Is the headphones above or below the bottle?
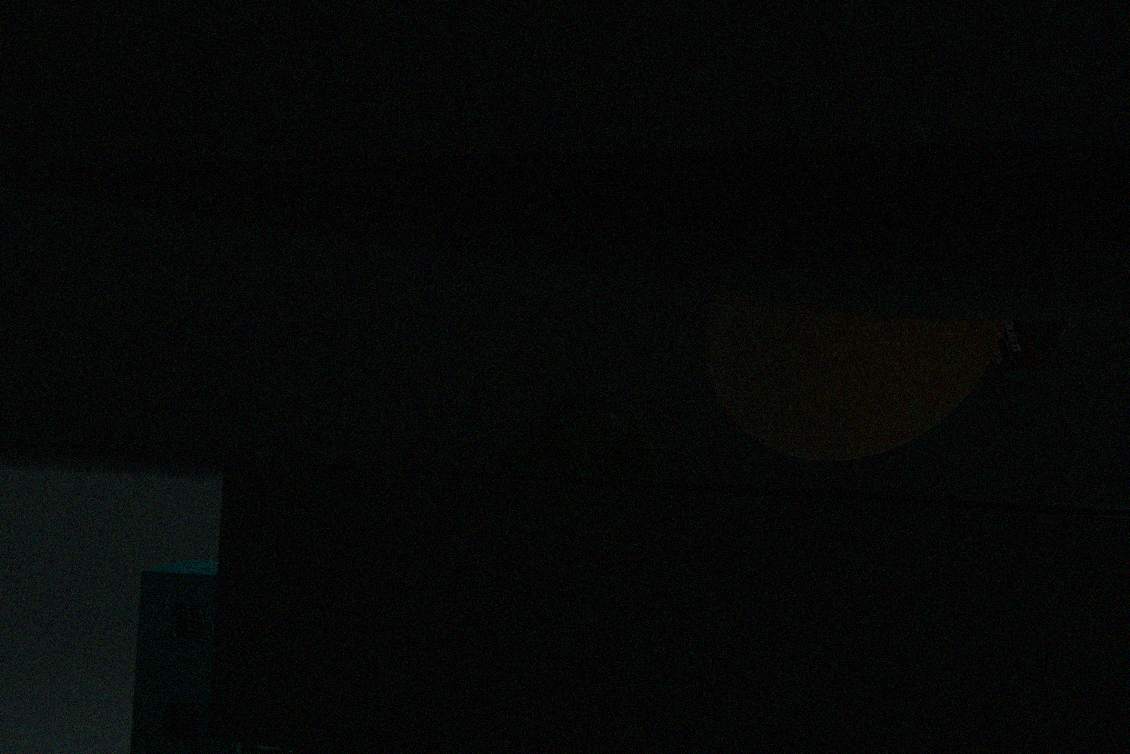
above
